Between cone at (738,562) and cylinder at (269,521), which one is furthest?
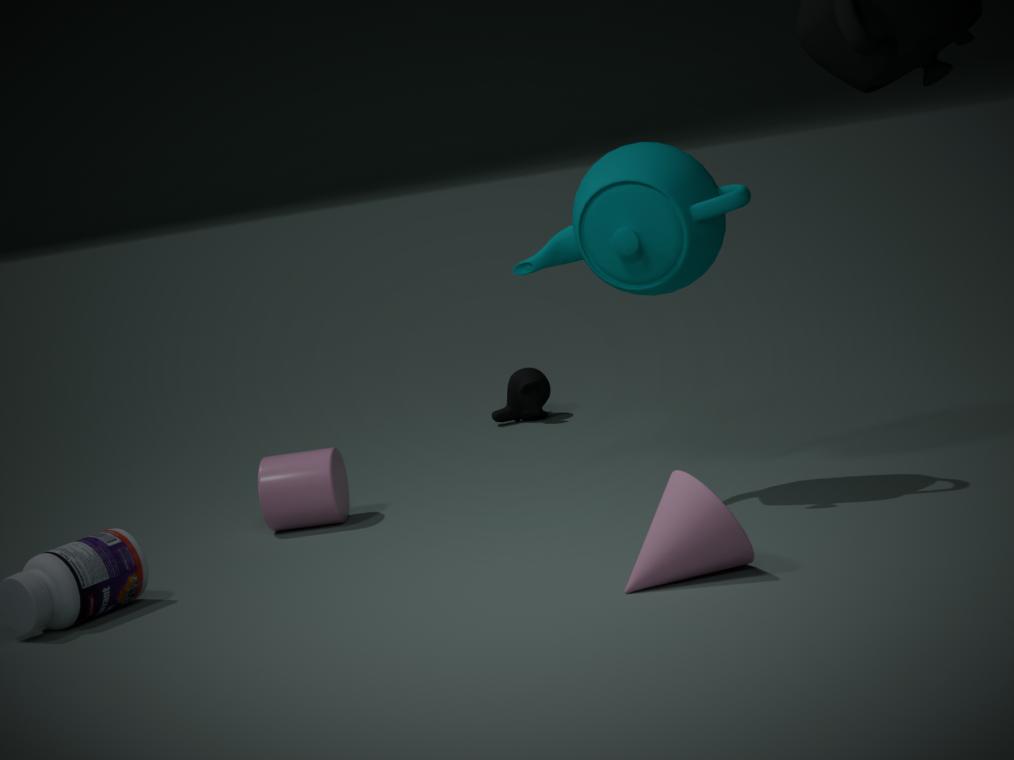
cylinder at (269,521)
